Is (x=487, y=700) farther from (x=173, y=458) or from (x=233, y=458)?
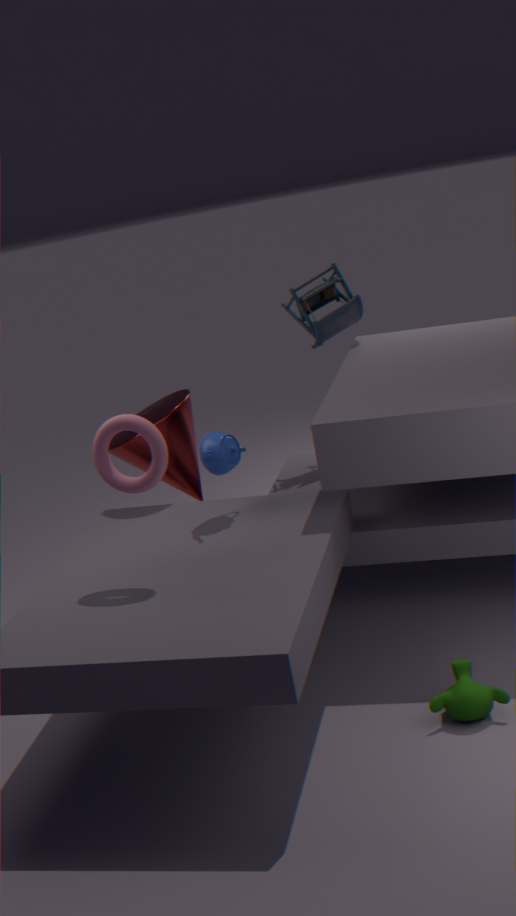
(x=173, y=458)
